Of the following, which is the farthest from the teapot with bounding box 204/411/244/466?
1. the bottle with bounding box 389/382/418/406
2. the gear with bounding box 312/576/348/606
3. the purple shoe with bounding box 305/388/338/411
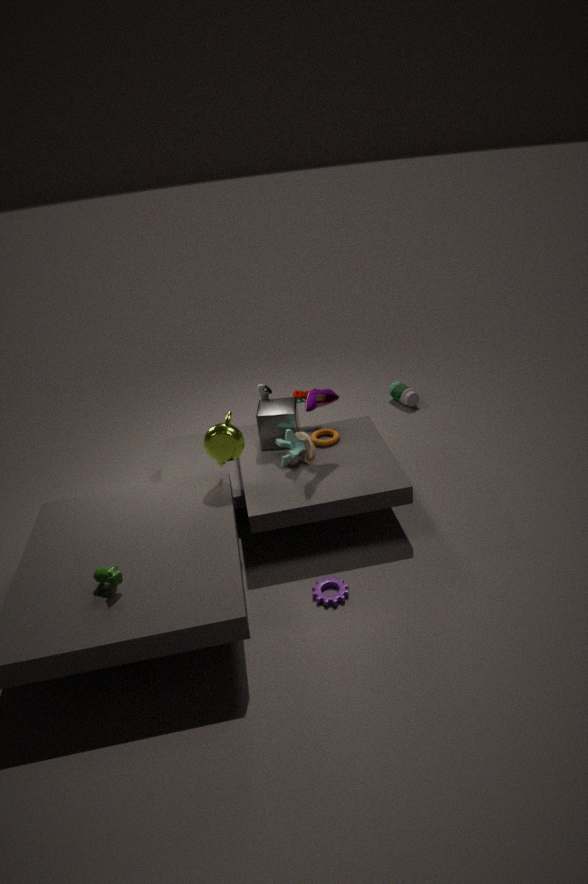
the bottle with bounding box 389/382/418/406
